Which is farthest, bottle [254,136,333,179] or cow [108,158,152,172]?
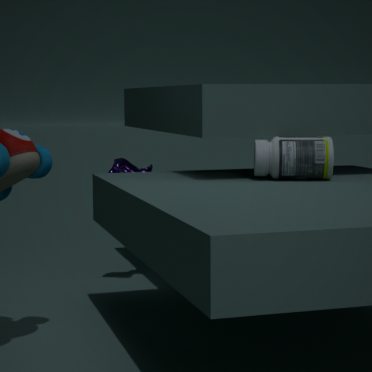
cow [108,158,152,172]
